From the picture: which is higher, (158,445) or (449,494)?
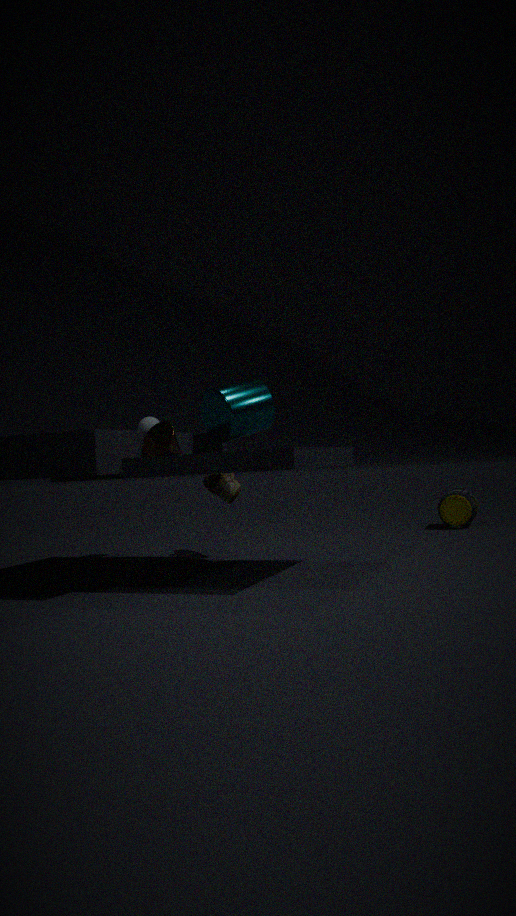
(158,445)
